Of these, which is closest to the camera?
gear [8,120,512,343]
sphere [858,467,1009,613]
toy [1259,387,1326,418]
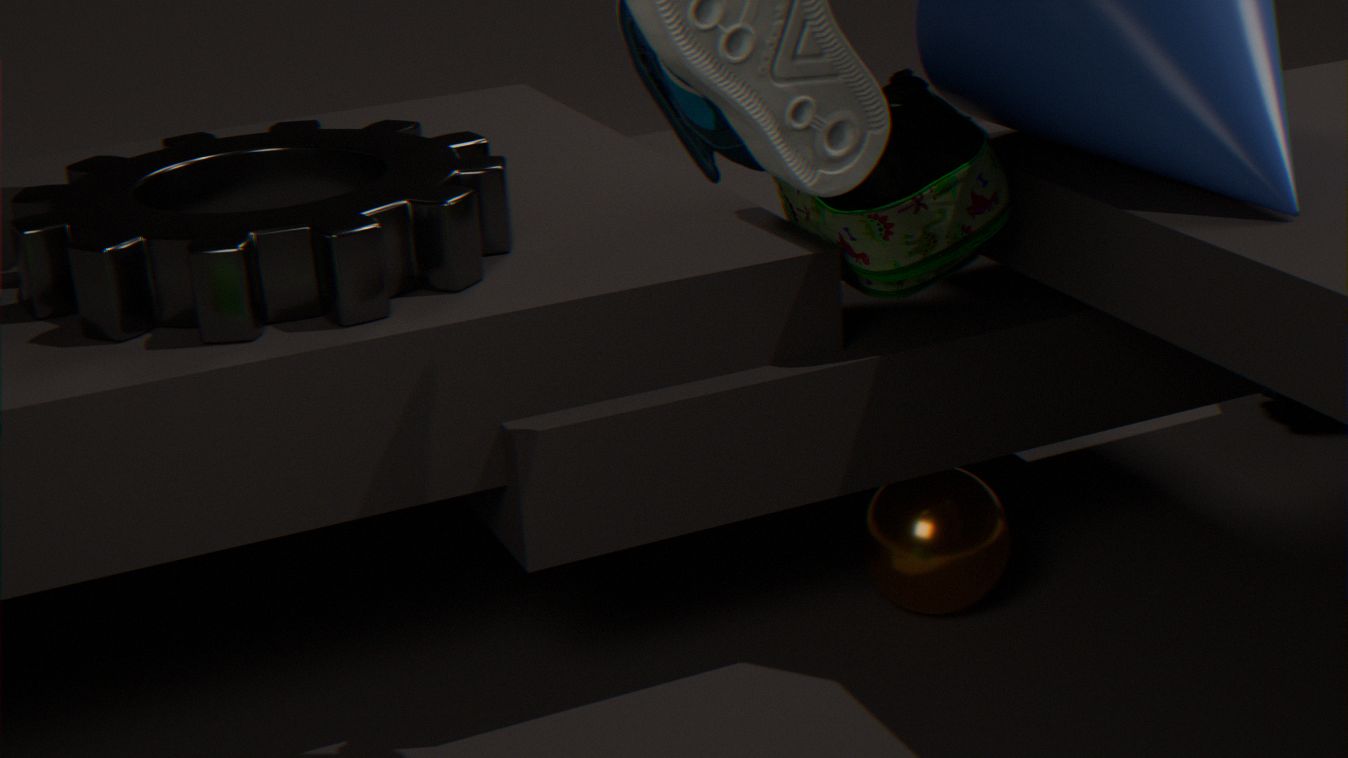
gear [8,120,512,343]
